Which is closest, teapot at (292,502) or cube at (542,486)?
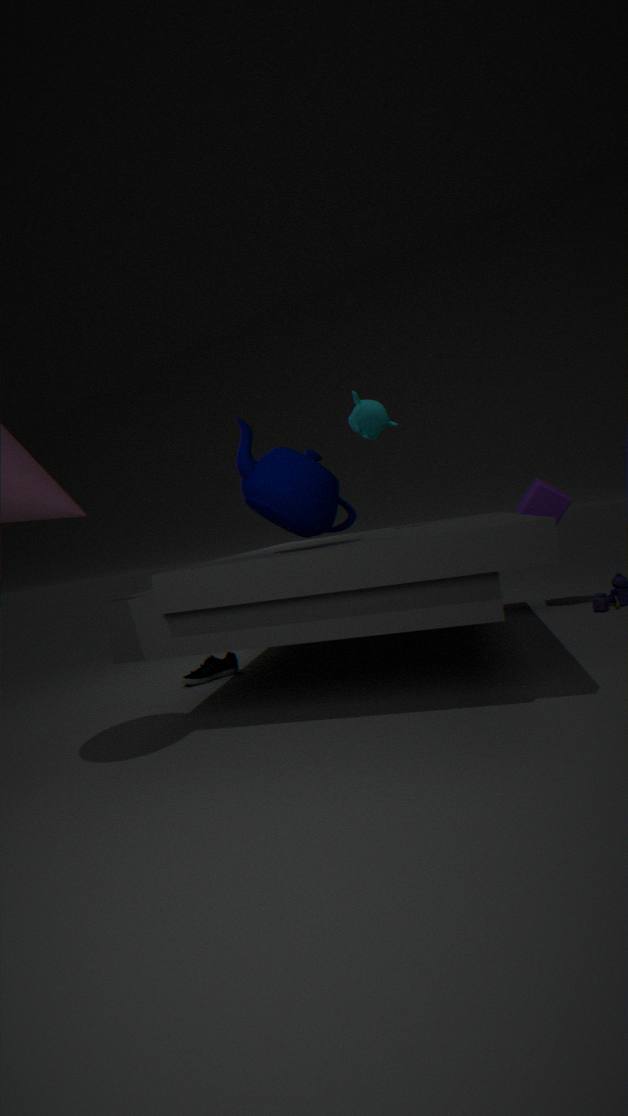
teapot at (292,502)
